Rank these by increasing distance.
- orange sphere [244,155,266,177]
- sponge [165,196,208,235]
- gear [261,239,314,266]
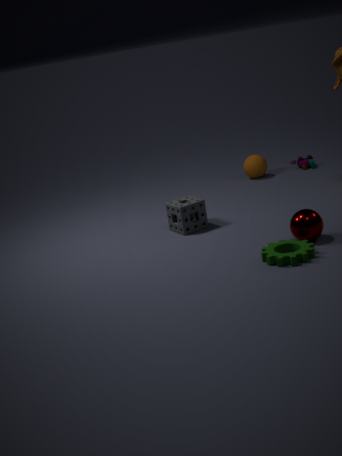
gear [261,239,314,266]
sponge [165,196,208,235]
orange sphere [244,155,266,177]
